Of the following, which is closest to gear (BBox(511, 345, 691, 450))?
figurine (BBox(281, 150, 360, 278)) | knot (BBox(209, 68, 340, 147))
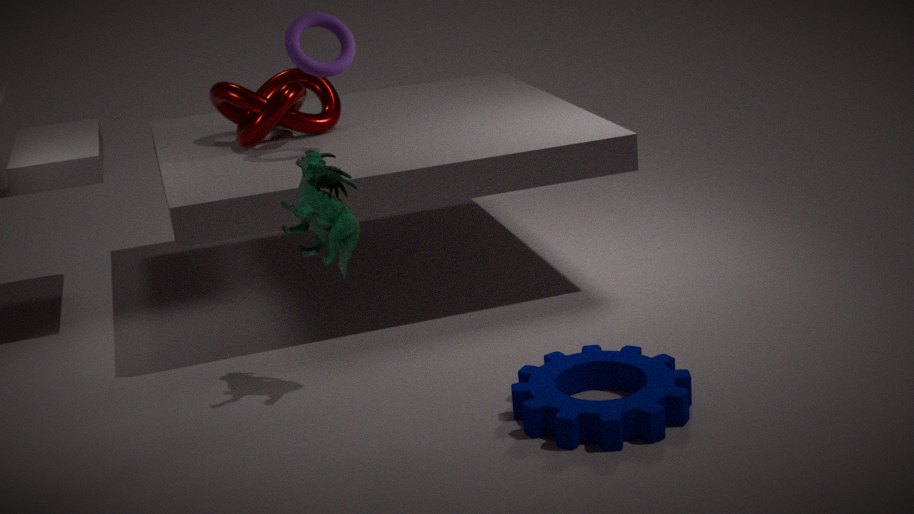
figurine (BBox(281, 150, 360, 278))
